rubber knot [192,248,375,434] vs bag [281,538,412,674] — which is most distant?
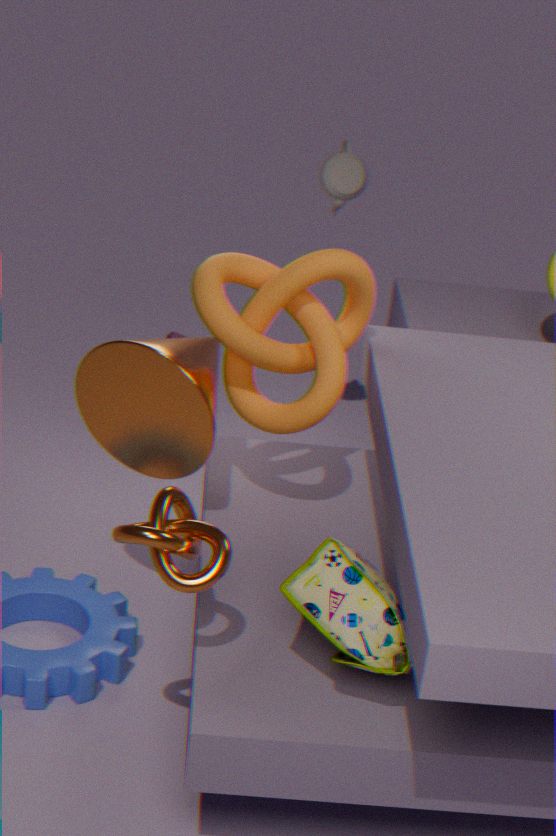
rubber knot [192,248,375,434]
